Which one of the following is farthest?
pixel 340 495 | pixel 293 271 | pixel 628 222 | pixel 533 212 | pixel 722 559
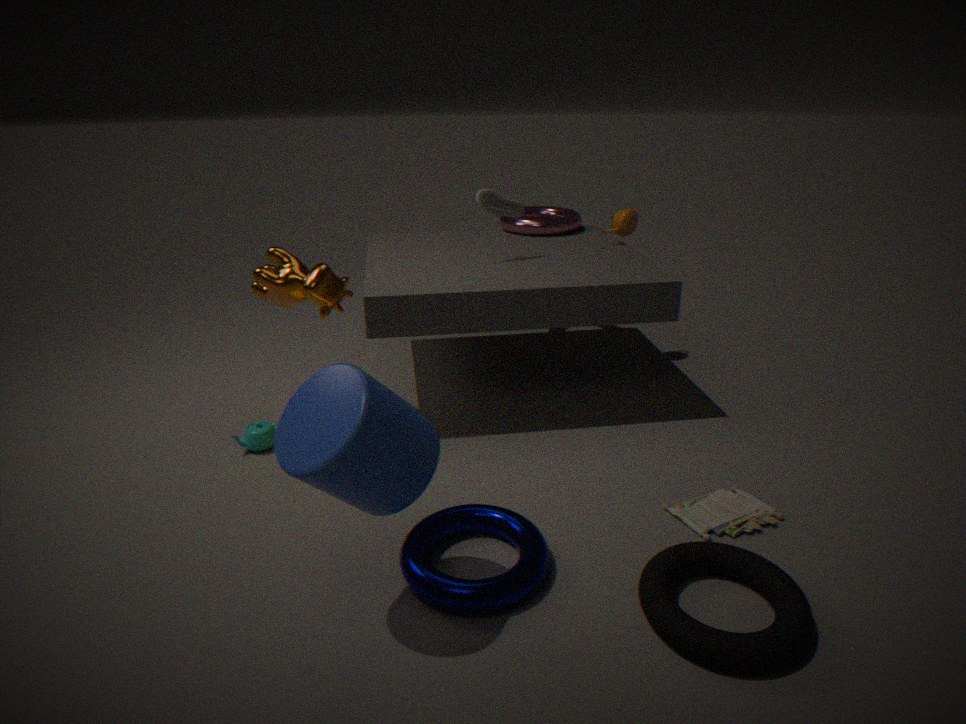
pixel 533 212
